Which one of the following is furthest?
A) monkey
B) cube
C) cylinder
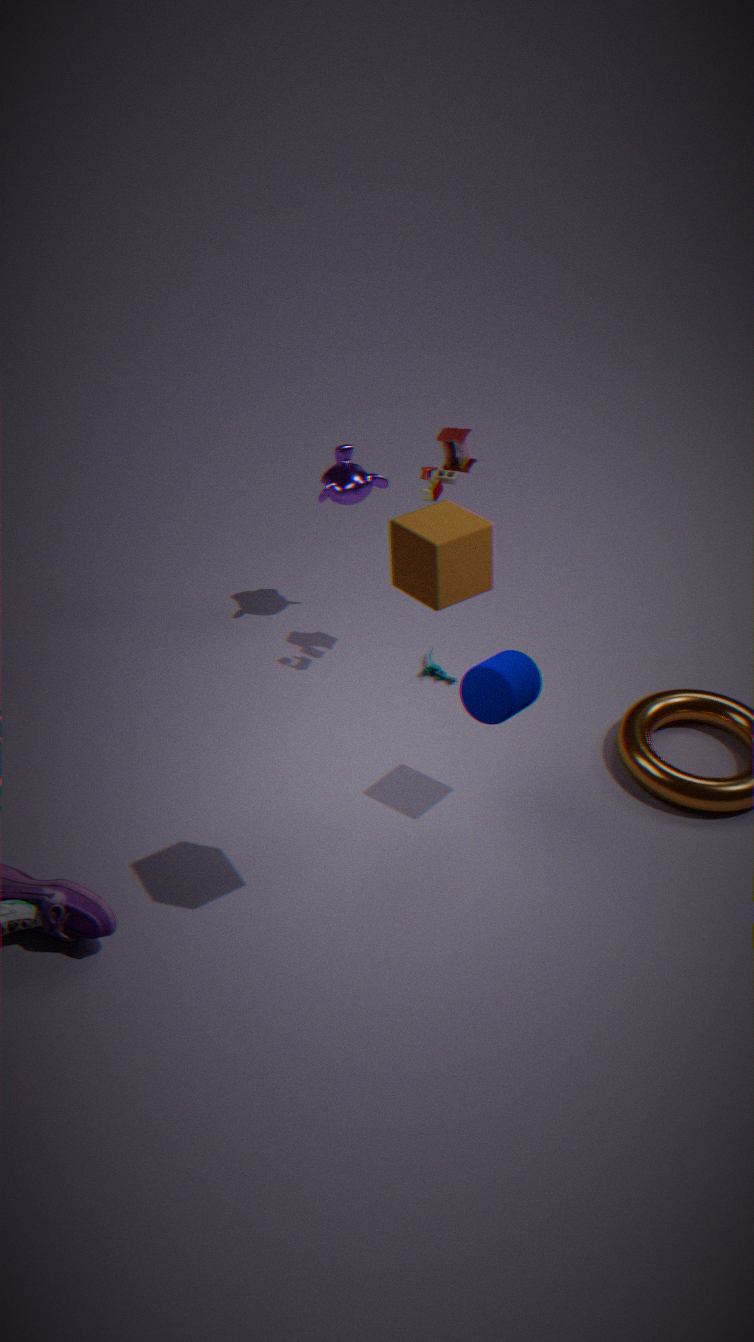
monkey
